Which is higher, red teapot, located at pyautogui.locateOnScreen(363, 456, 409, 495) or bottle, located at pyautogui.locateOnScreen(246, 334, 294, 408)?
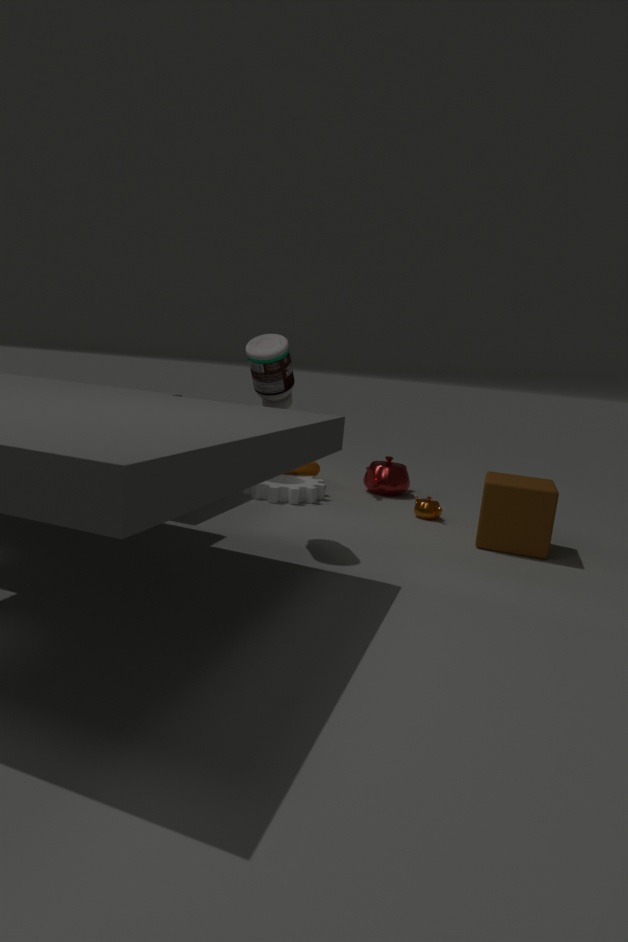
bottle, located at pyautogui.locateOnScreen(246, 334, 294, 408)
